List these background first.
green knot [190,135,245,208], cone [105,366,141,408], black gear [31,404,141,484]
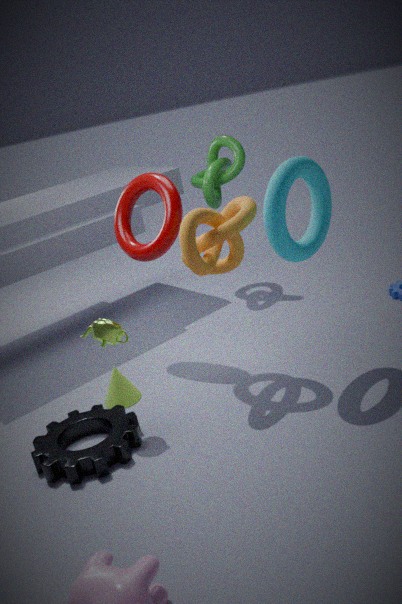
green knot [190,135,245,208], cone [105,366,141,408], black gear [31,404,141,484]
